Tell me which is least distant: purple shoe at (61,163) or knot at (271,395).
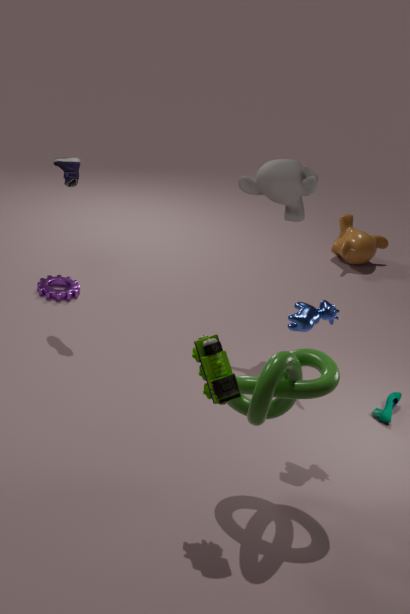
knot at (271,395)
